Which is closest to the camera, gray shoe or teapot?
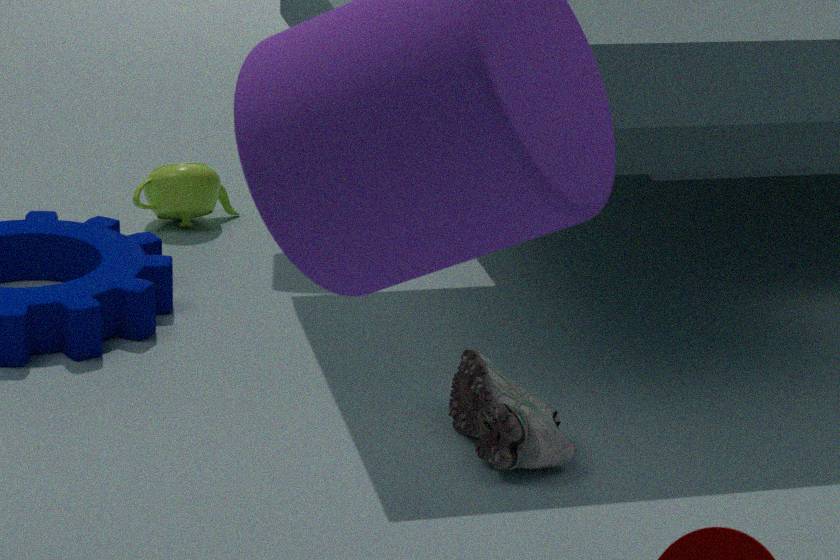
gray shoe
